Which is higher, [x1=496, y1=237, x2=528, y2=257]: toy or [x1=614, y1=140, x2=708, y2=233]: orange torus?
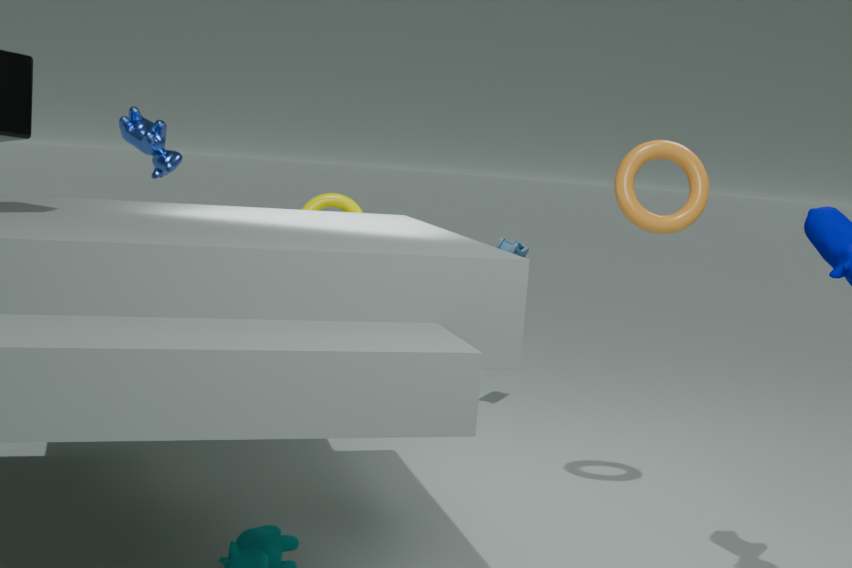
[x1=614, y1=140, x2=708, y2=233]: orange torus
